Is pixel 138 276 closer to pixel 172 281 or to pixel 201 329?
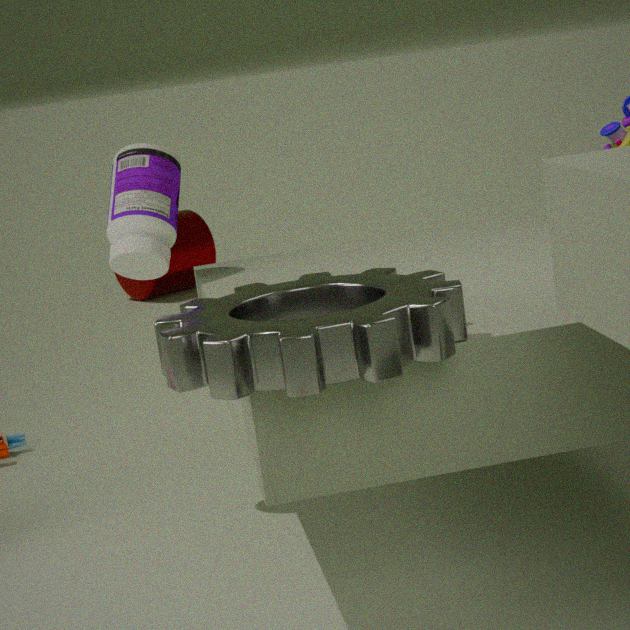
pixel 201 329
